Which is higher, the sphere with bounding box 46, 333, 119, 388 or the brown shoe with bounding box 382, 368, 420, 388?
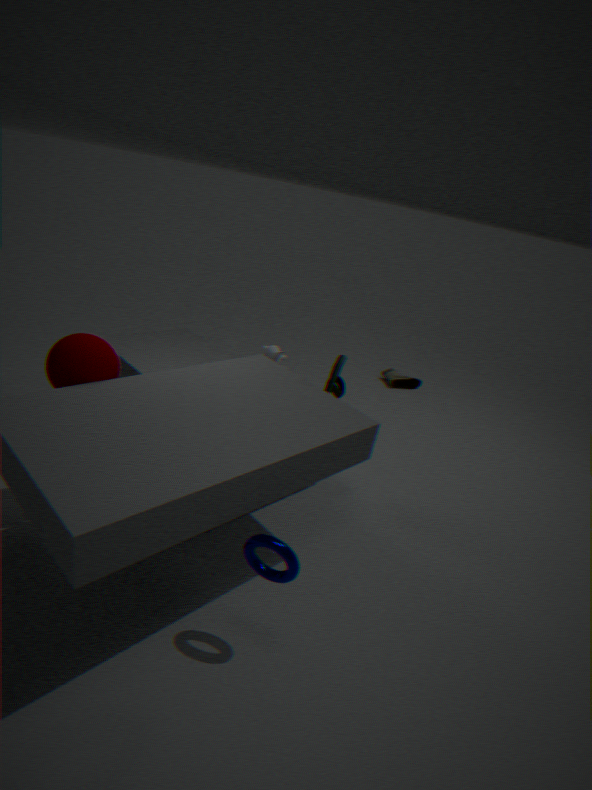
the sphere with bounding box 46, 333, 119, 388
